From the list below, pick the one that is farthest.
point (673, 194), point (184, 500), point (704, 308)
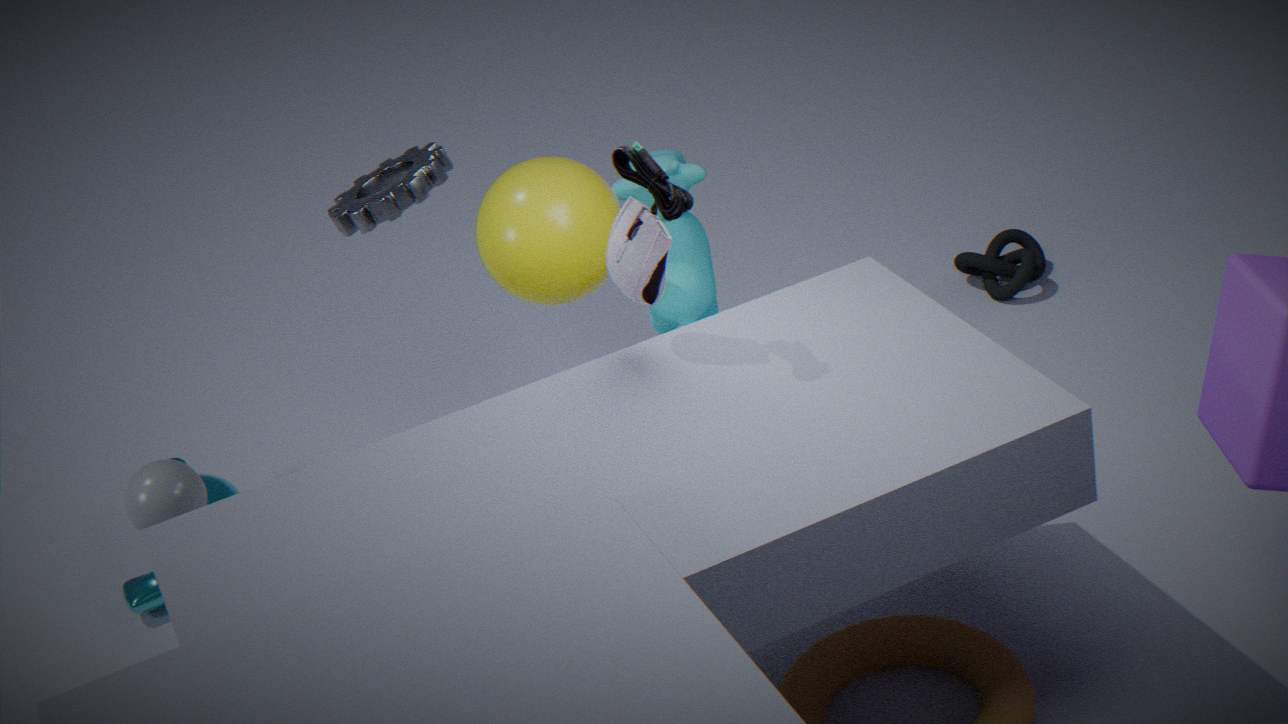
point (704, 308)
